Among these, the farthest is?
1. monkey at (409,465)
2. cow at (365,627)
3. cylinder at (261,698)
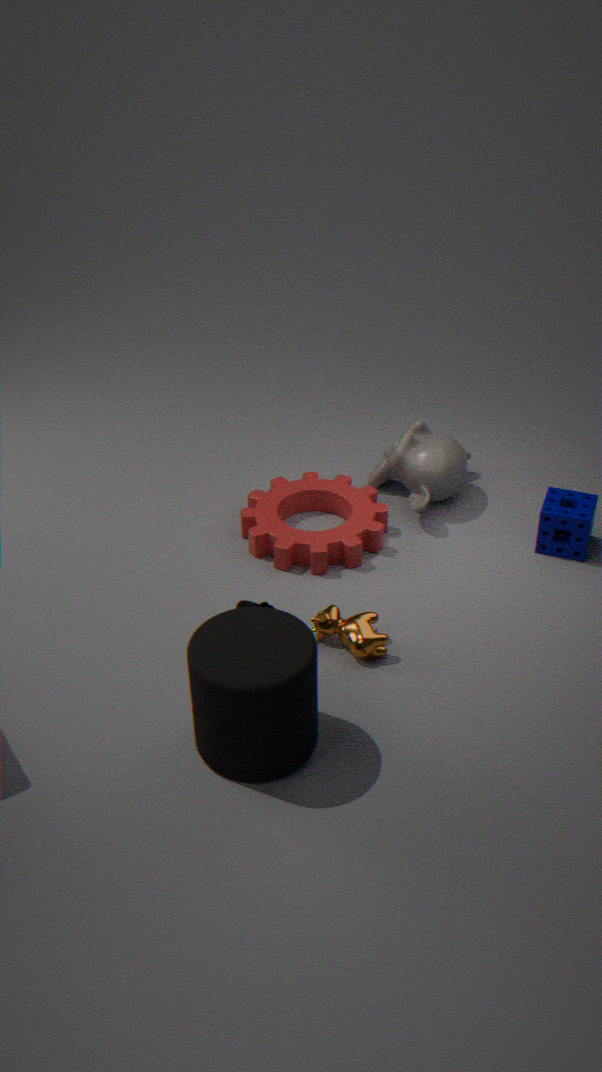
monkey at (409,465)
